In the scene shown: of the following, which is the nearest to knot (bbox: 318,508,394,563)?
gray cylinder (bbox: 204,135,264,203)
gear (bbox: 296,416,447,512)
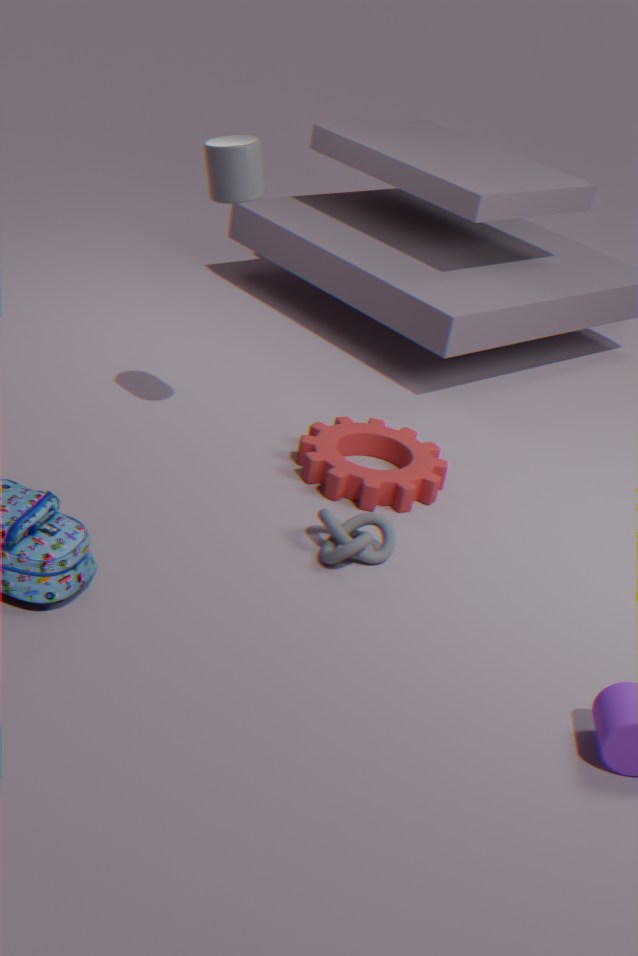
gear (bbox: 296,416,447,512)
